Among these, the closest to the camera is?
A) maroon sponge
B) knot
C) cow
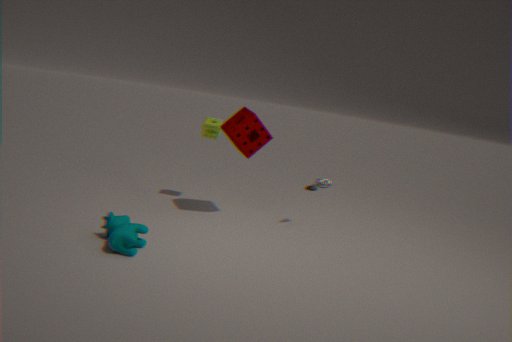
cow
